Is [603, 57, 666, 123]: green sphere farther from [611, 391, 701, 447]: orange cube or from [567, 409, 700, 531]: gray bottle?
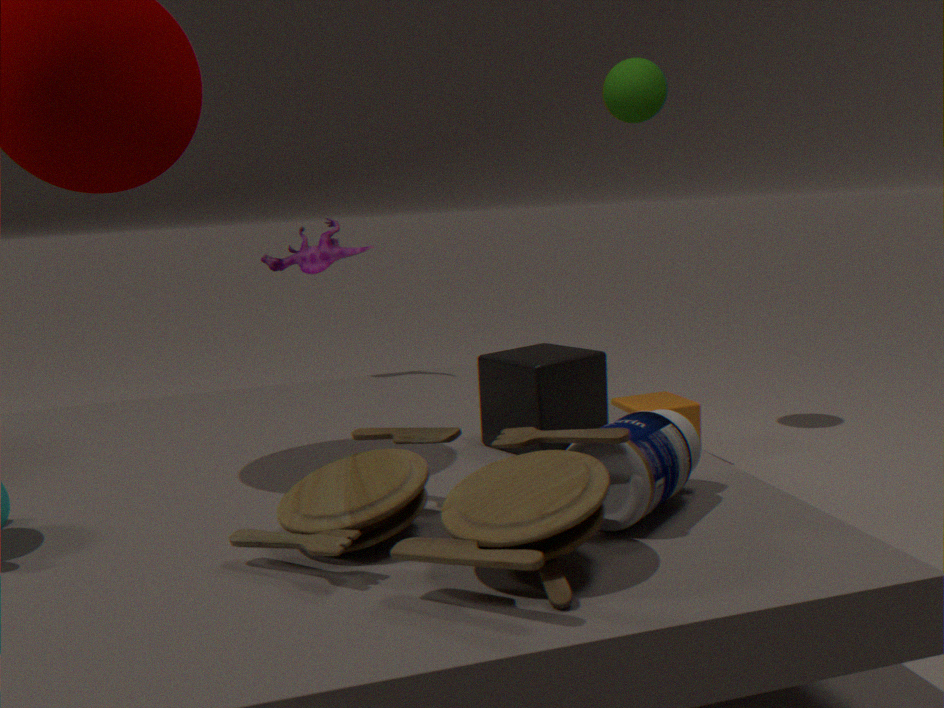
[567, 409, 700, 531]: gray bottle
